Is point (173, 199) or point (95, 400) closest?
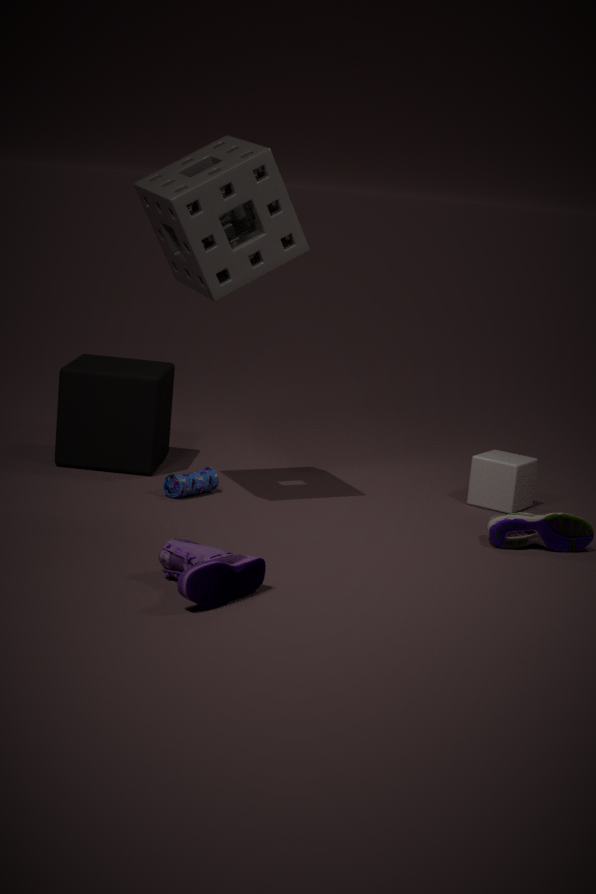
point (173, 199)
